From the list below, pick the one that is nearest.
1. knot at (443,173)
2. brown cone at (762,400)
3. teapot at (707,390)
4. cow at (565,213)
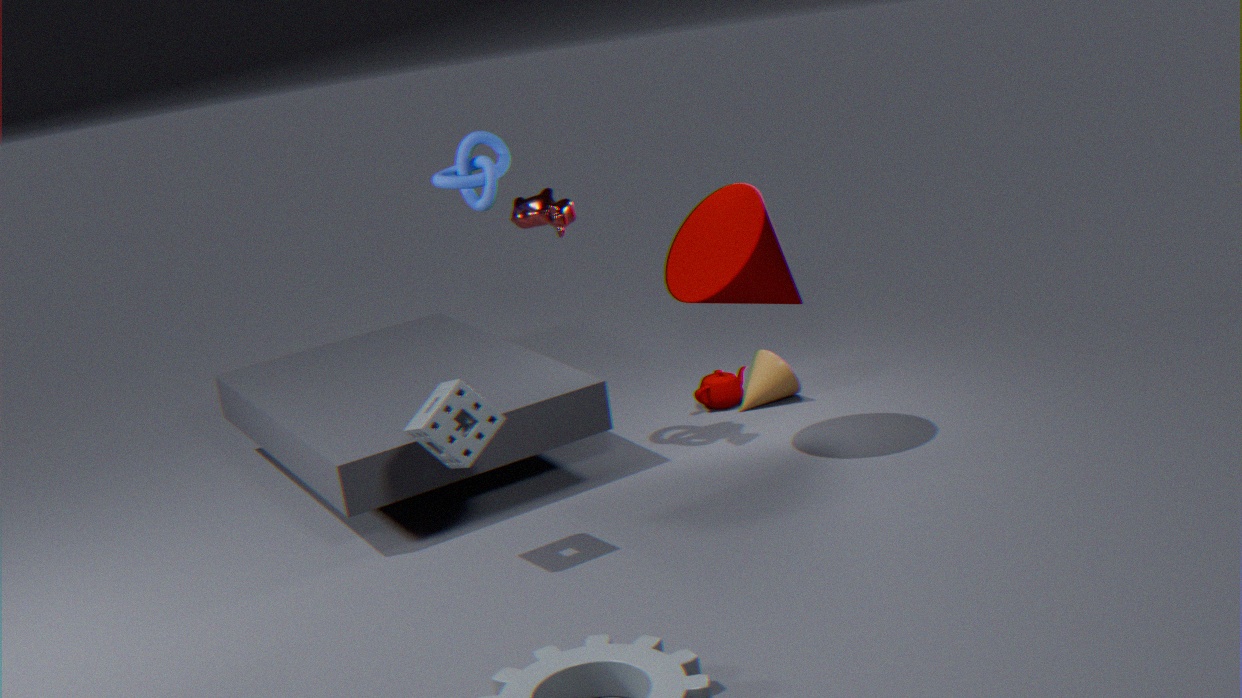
cow at (565,213)
